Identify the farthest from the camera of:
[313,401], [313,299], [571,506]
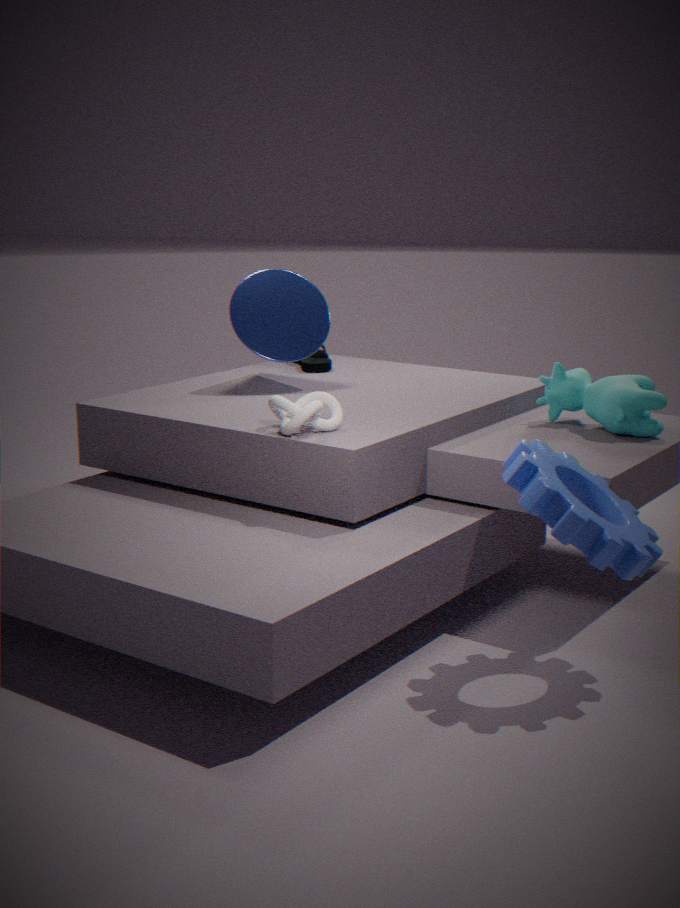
[313,299]
